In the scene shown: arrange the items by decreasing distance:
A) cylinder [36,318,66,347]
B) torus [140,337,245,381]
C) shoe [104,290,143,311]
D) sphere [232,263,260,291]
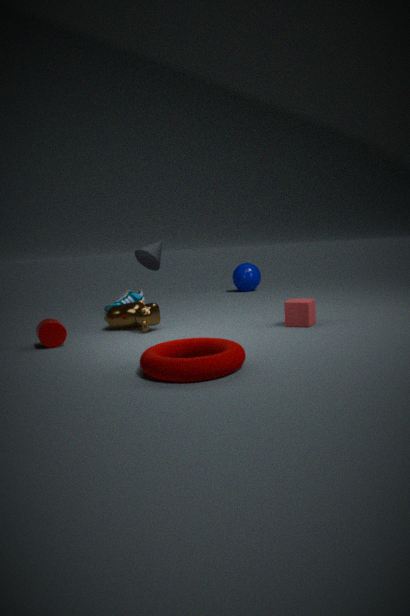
sphere [232,263,260,291], shoe [104,290,143,311], cylinder [36,318,66,347], torus [140,337,245,381]
